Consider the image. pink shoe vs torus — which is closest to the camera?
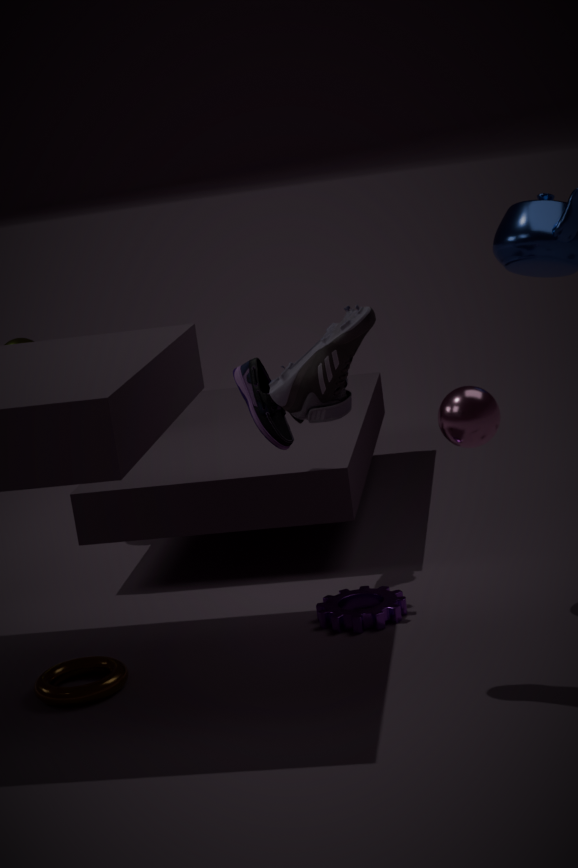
pink shoe
